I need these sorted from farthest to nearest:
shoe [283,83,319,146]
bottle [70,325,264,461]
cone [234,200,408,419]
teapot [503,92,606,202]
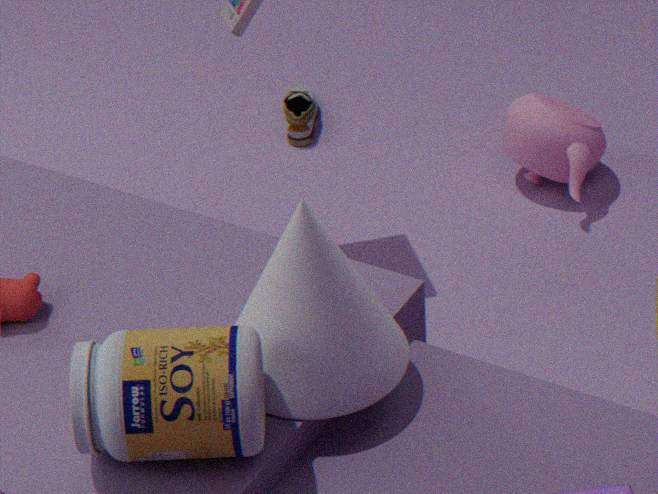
shoe [283,83,319,146]
teapot [503,92,606,202]
cone [234,200,408,419]
bottle [70,325,264,461]
